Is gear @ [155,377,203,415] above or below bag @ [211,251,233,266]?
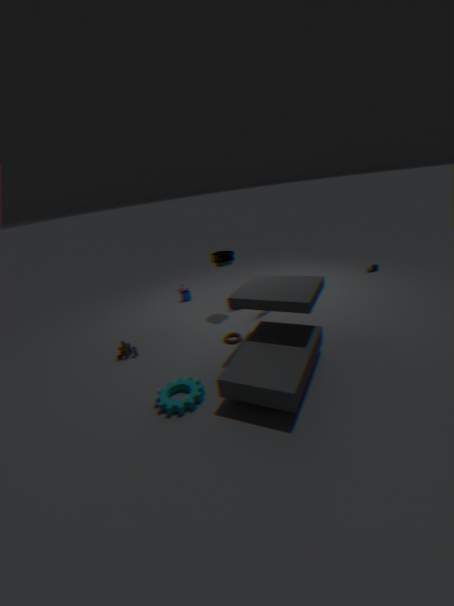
below
